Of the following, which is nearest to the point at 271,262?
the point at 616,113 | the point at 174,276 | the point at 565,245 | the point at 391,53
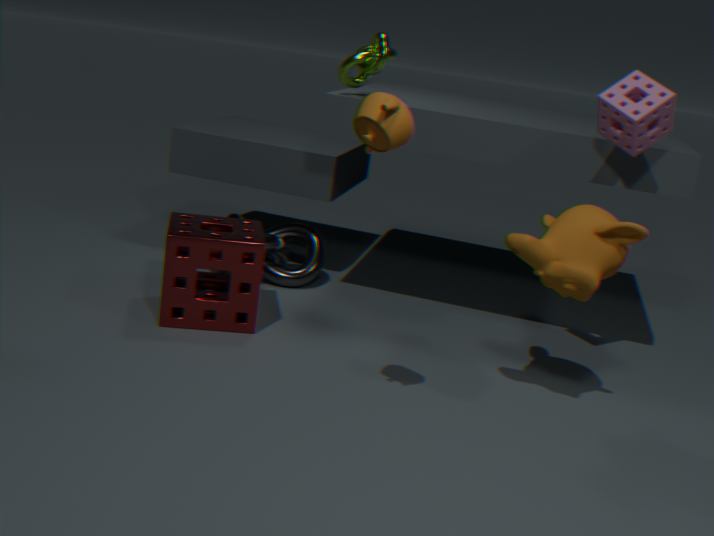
the point at 174,276
